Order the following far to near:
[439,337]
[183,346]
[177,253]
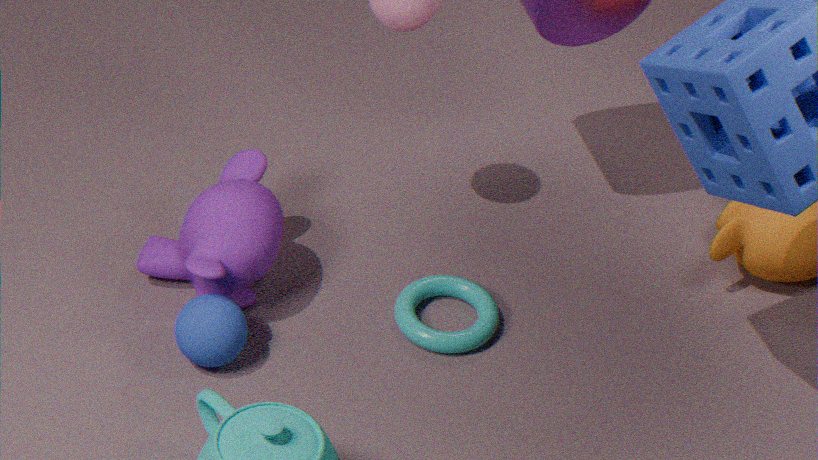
[177,253] < [439,337] < [183,346]
